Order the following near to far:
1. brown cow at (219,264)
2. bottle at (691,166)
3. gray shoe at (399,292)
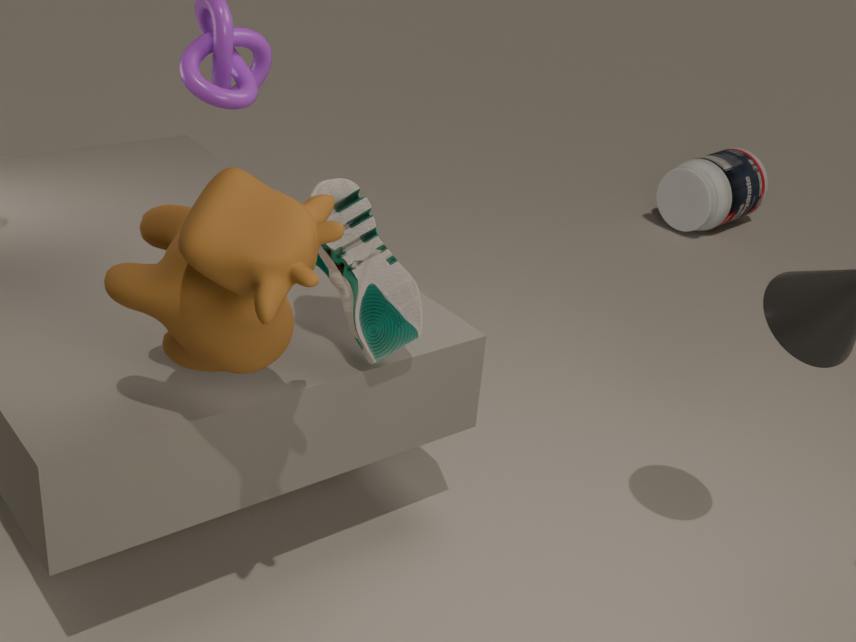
brown cow at (219,264) → gray shoe at (399,292) → bottle at (691,166)
